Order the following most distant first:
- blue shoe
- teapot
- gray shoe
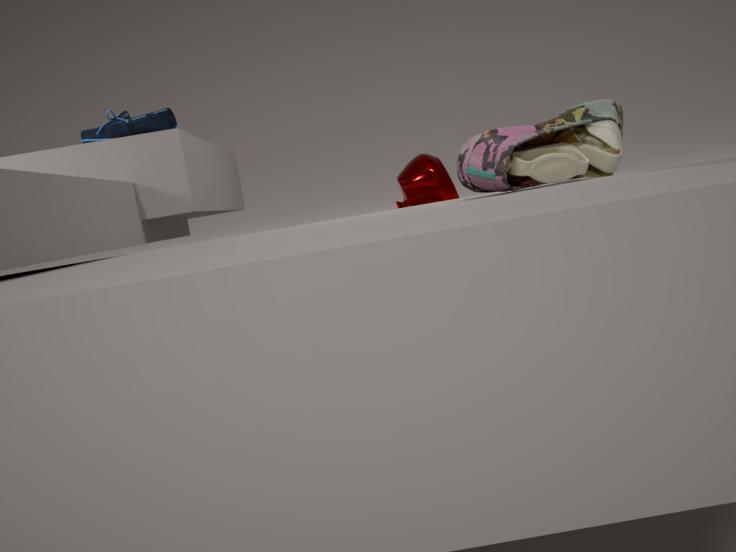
teapot, blue shoe, gray shoe
